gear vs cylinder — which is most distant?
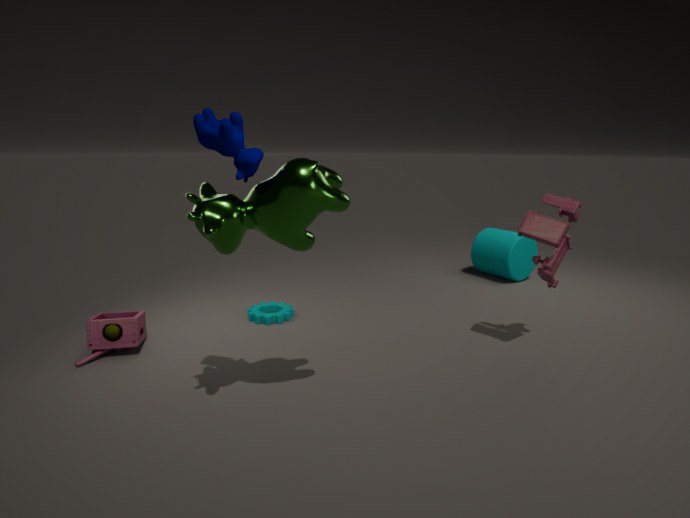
cylinder
